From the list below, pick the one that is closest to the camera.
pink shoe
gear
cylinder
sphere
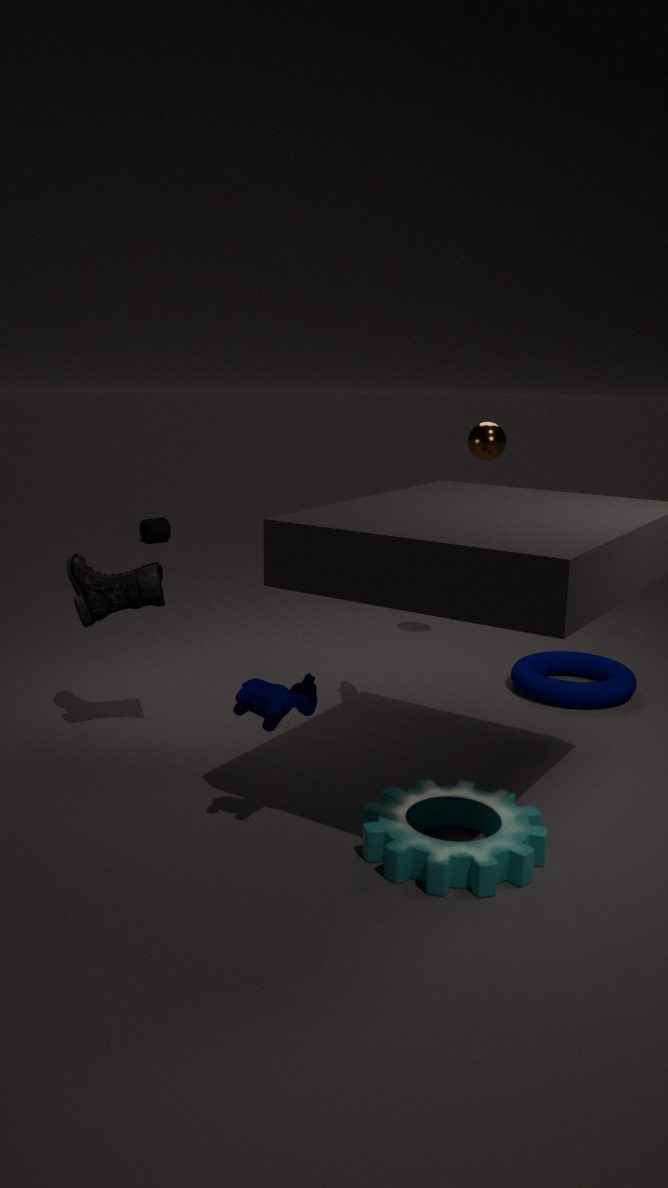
gear
